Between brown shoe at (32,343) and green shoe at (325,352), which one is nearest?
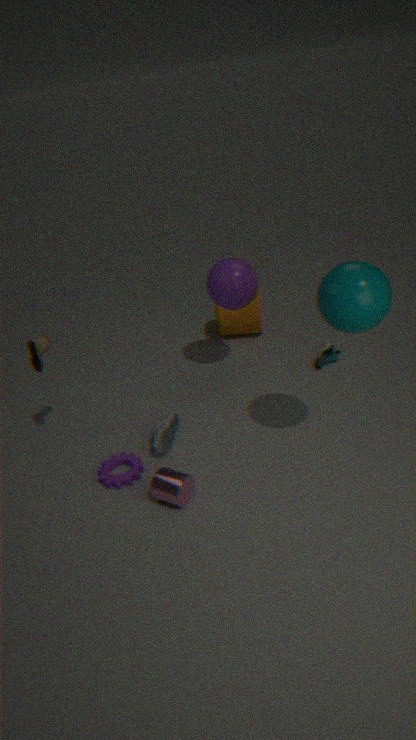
brown shoe at (32,343)
